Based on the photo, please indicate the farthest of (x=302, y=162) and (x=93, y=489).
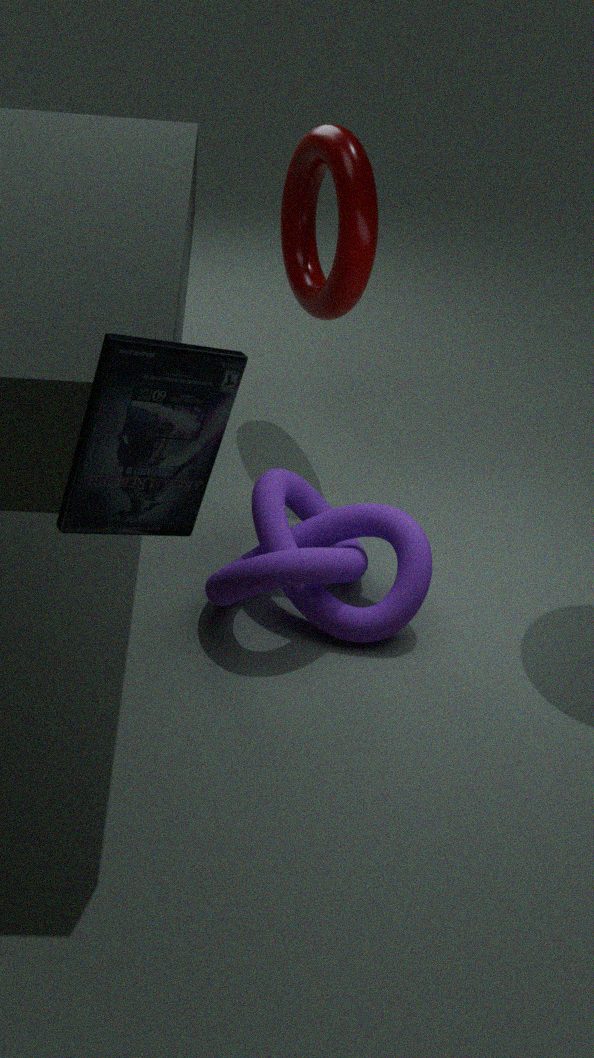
(x=302, y=162)
